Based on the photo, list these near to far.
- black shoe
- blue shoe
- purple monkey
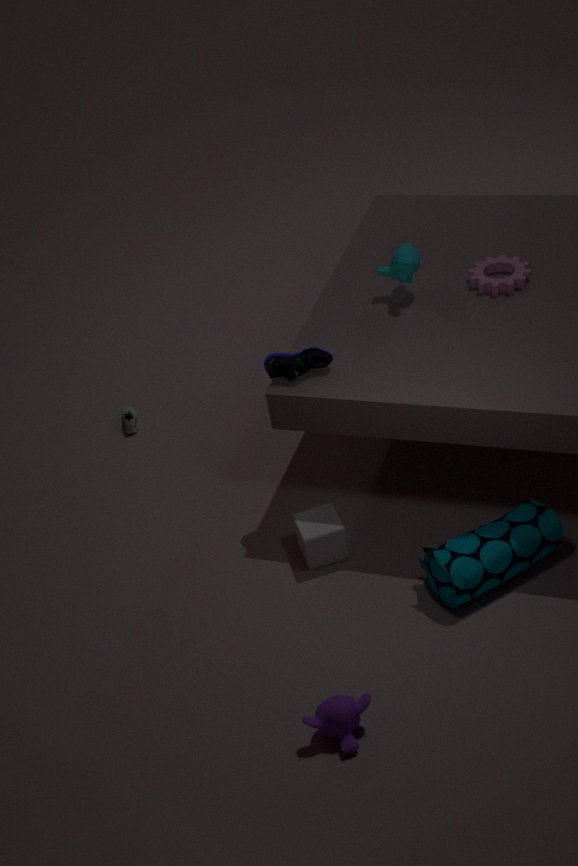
purple monkey, blue shoe, black shoe
